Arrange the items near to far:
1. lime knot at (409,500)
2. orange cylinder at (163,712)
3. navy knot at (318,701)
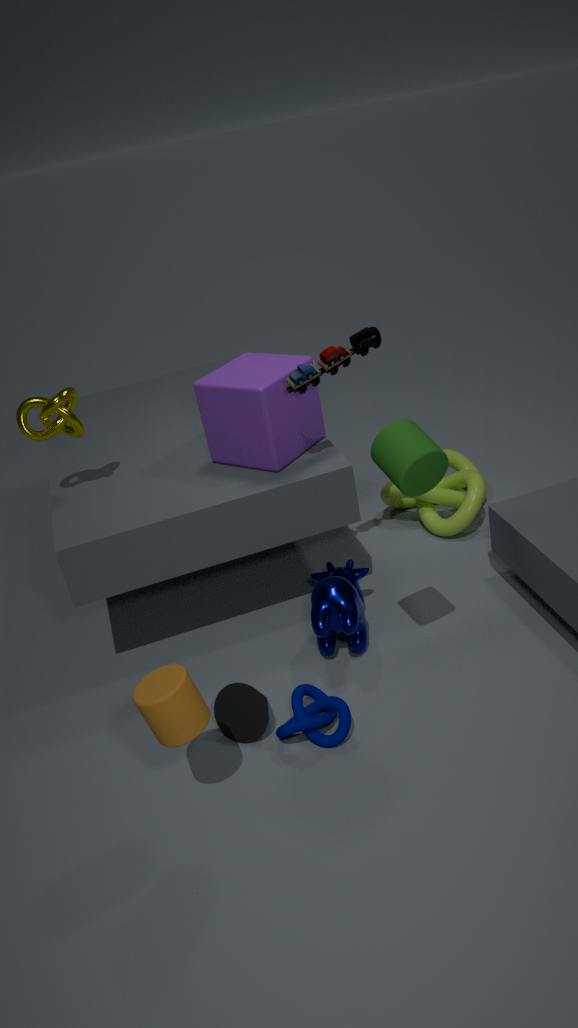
orange cylinder at (163,712)
navy knot at (318,701)
lime knot at (409,500)
